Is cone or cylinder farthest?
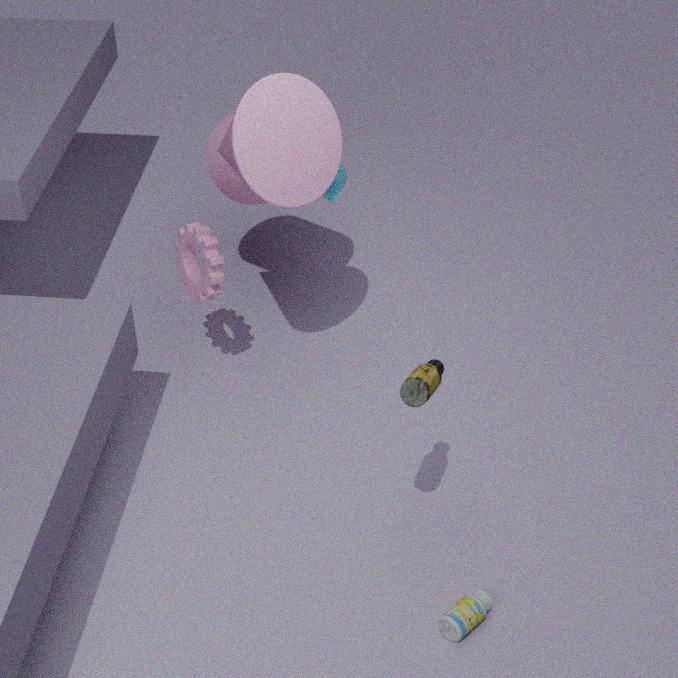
cylinder
